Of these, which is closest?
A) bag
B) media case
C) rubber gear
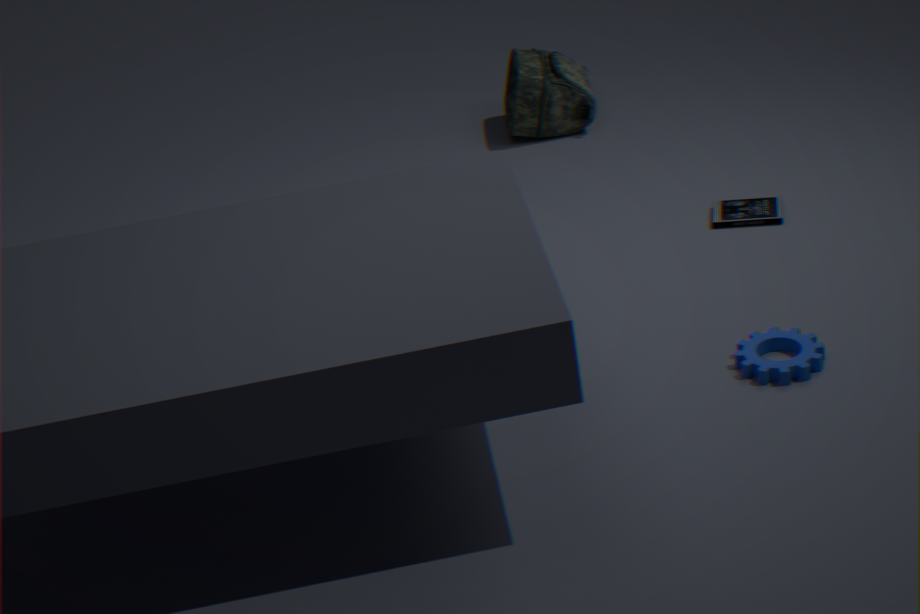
C. rubber gear
